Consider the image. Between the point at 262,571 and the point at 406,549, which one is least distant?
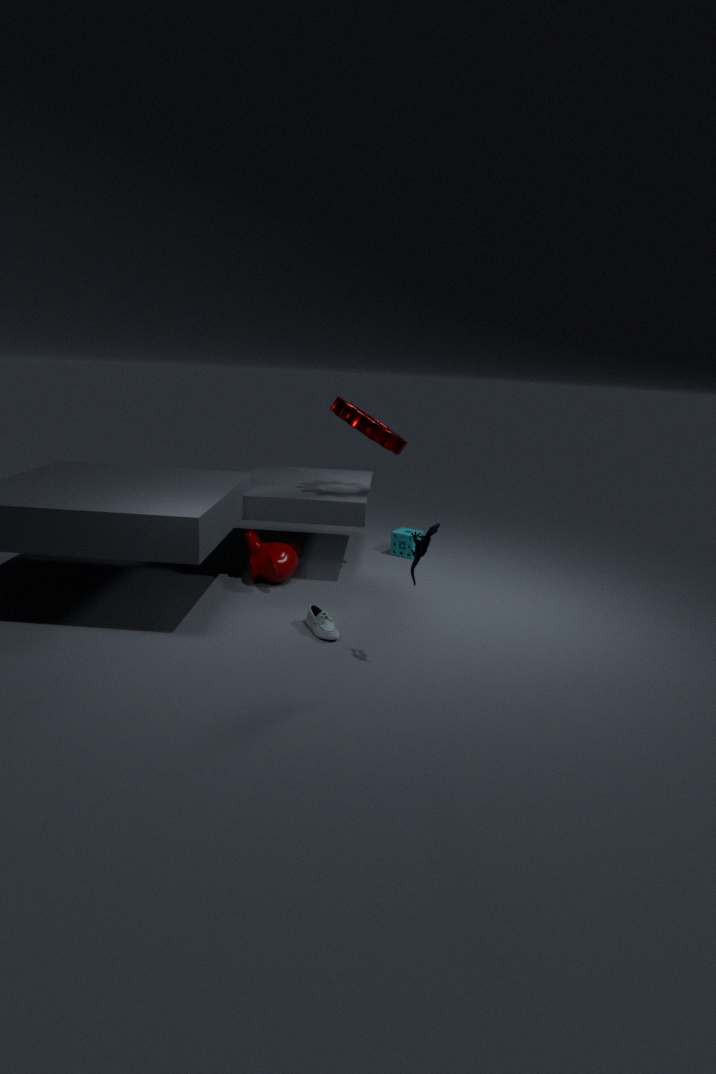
the point at 262,571
